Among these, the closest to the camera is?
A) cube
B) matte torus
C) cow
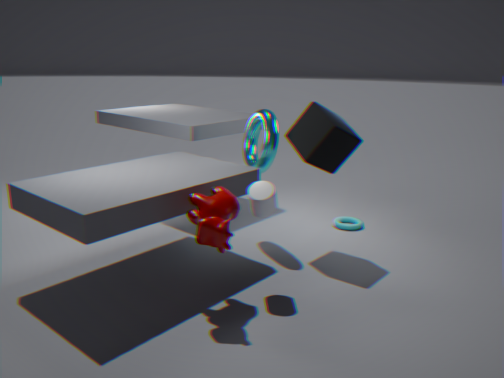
cow
